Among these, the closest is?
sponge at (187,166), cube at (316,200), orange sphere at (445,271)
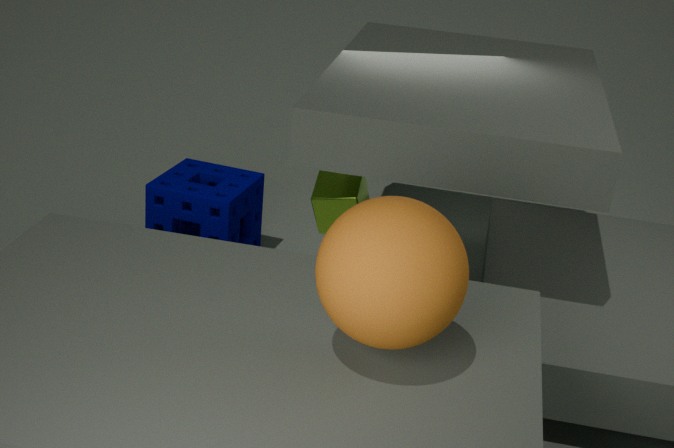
orange sphere at (445,271)
